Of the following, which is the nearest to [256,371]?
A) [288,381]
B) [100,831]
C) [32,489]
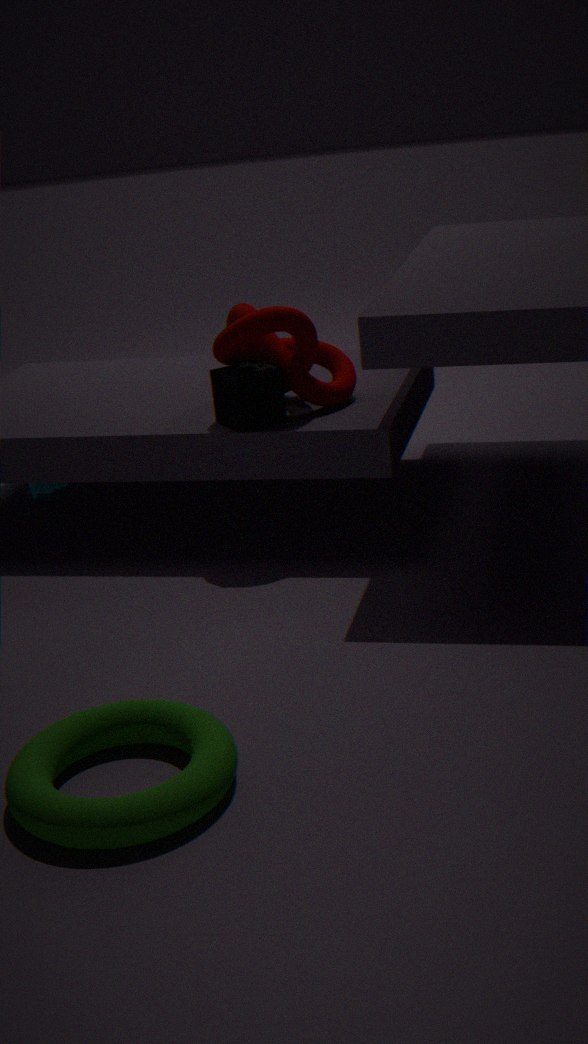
[288,381]
